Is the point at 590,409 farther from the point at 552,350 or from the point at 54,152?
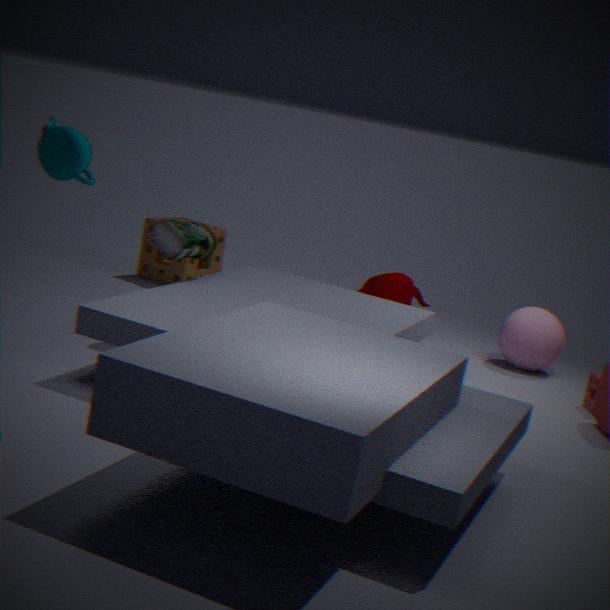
the point at 54,152
